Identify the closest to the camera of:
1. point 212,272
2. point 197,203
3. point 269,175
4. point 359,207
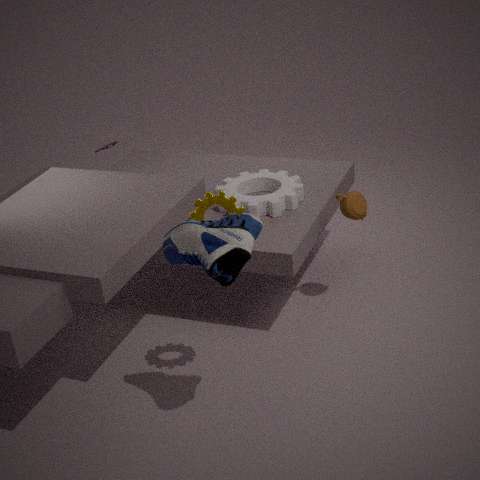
A: point 212,272
